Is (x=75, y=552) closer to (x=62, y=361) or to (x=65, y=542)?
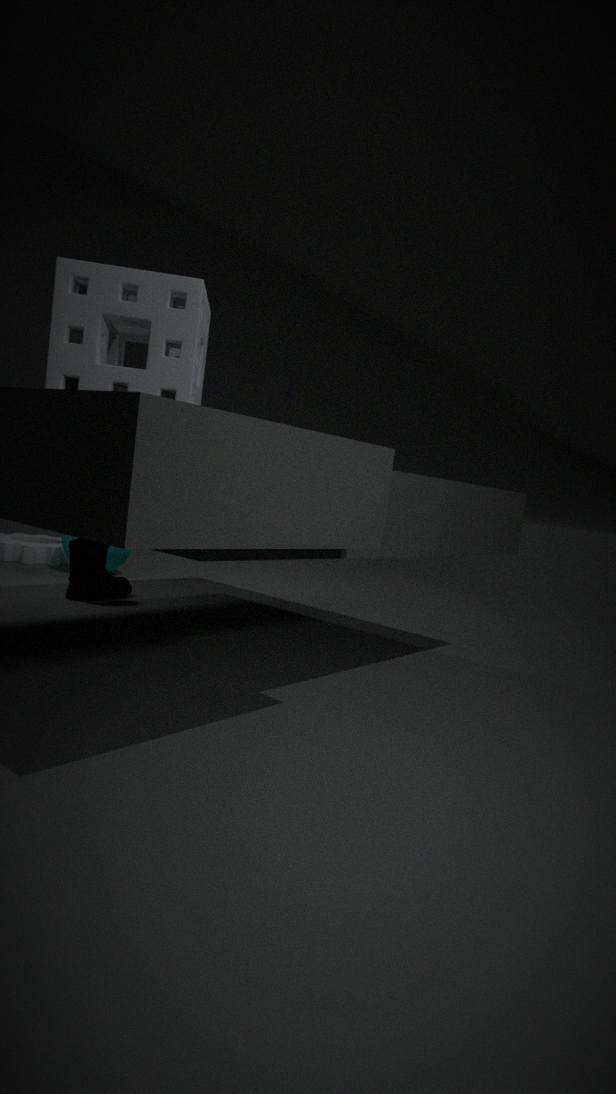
(x=65, y=542)
